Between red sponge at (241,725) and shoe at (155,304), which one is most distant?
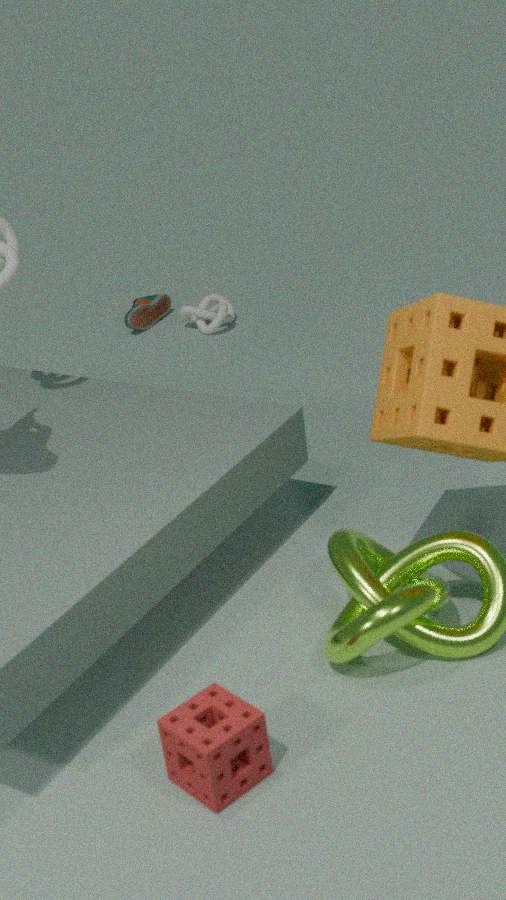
shoe at (155,304)
